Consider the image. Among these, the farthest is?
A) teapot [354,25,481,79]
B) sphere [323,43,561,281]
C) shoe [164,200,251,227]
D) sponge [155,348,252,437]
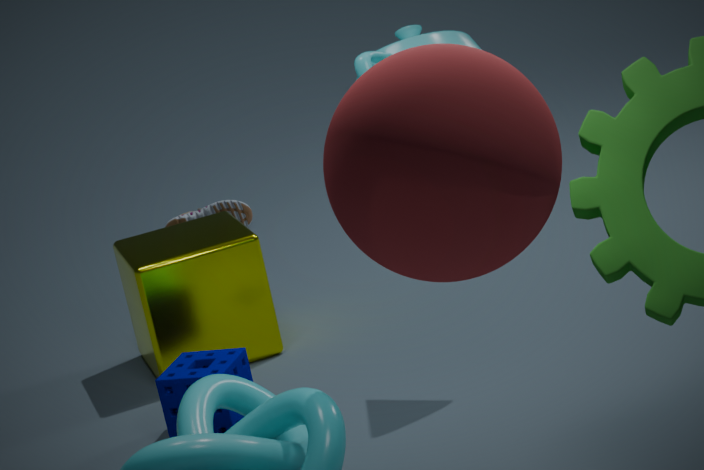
shoe [164,200,251,227]
